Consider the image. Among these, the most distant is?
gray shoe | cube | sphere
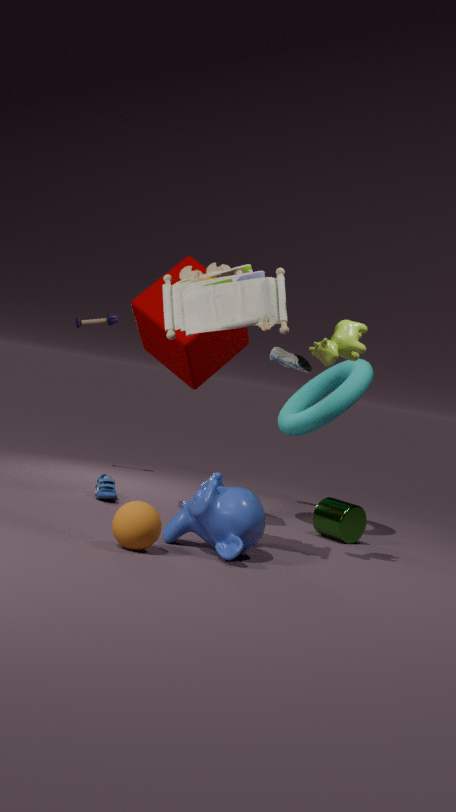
gray shoe
